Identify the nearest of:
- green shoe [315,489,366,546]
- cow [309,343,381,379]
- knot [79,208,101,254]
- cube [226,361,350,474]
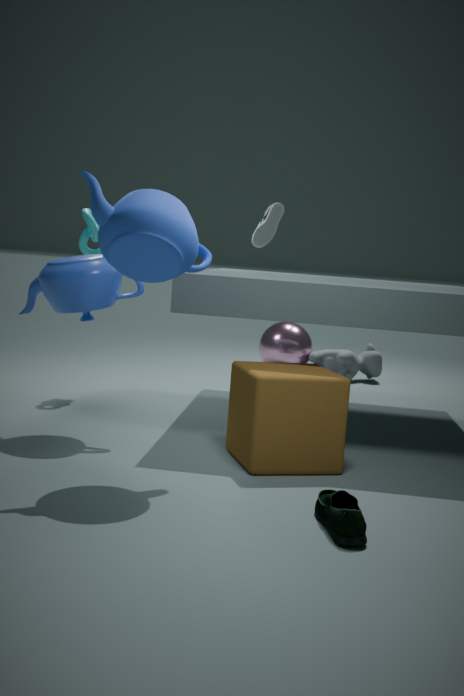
green shoe [315,489,366,546]
